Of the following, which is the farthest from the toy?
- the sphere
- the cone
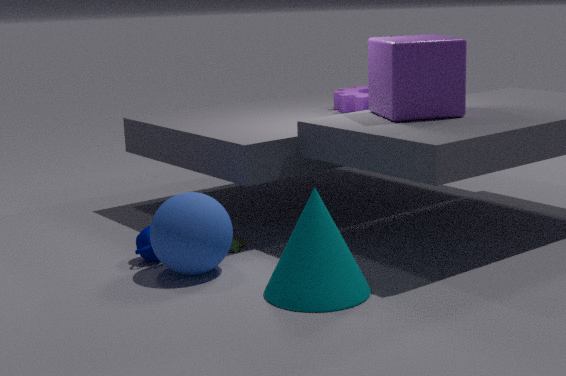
the cone
